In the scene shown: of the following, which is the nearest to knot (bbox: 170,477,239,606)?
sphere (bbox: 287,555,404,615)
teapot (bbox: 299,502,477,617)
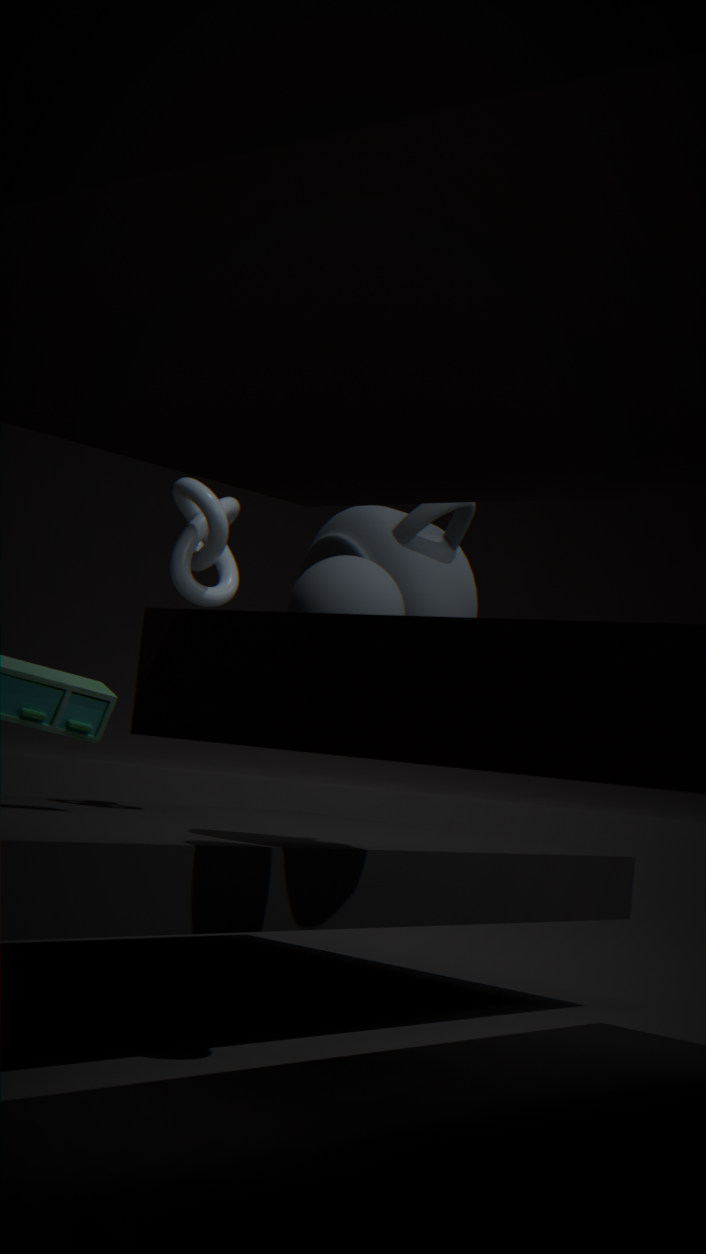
teapot (bbox: 299,502,477,617)
